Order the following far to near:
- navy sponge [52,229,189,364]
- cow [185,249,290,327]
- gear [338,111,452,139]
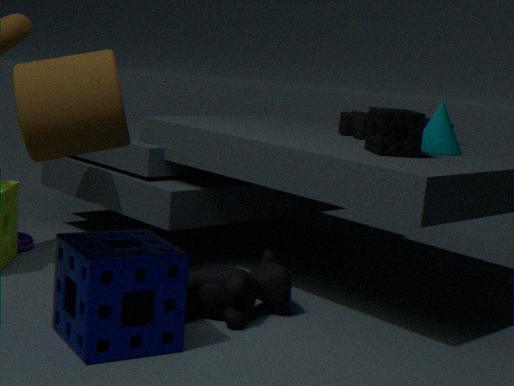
gear [338,111,452,139], cow [185,249,290,327], navy sponge [52,229,189,364]
